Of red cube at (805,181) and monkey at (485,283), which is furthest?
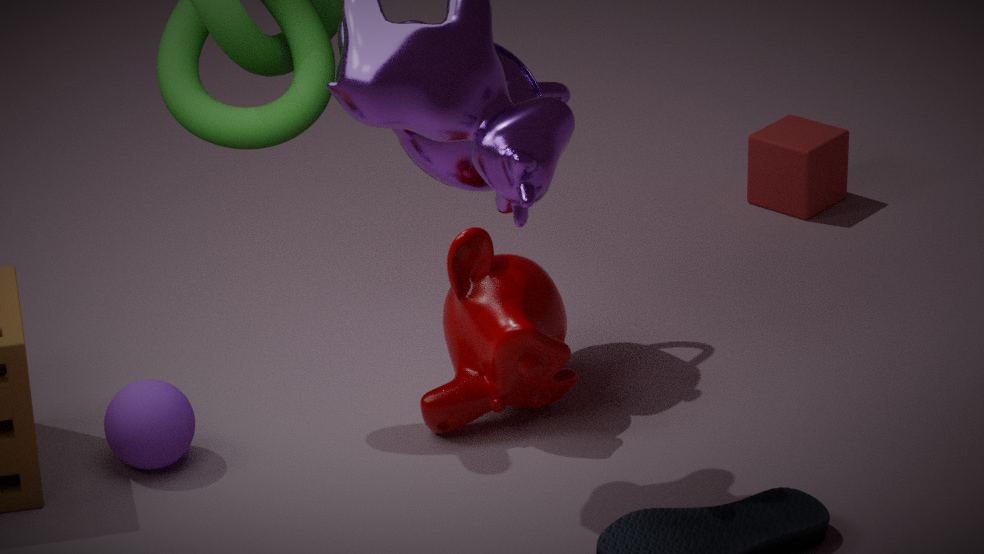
red cube at (805,181)
